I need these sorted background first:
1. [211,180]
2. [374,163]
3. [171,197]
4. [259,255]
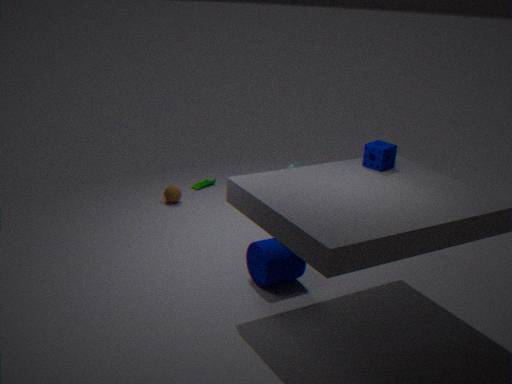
[211,180], [171,197], [259,255], [374,163]
